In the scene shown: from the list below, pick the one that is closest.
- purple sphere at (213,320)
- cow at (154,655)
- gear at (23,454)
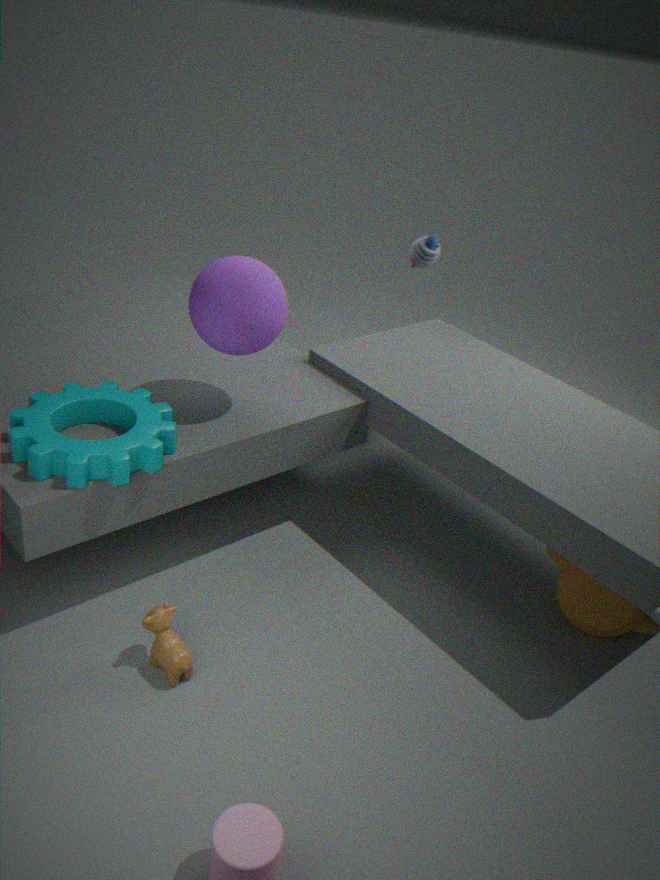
gear at (23,454)
